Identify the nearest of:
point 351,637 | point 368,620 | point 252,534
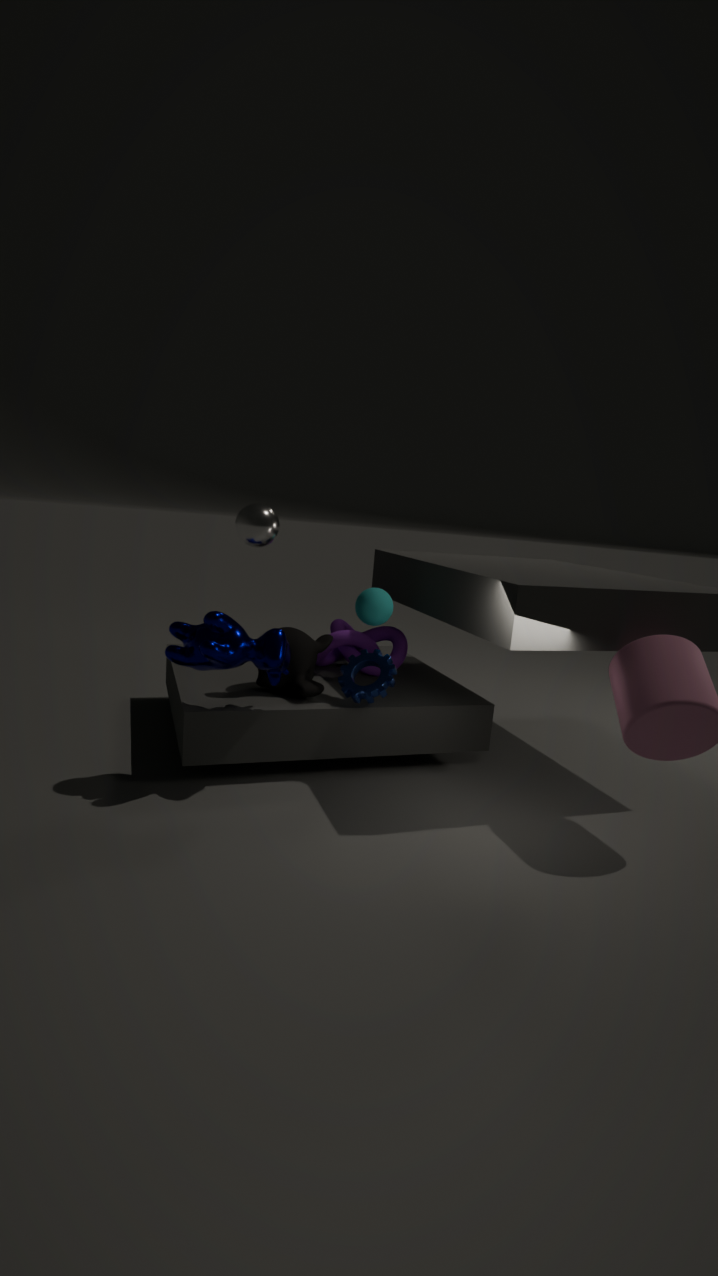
point 252,534
